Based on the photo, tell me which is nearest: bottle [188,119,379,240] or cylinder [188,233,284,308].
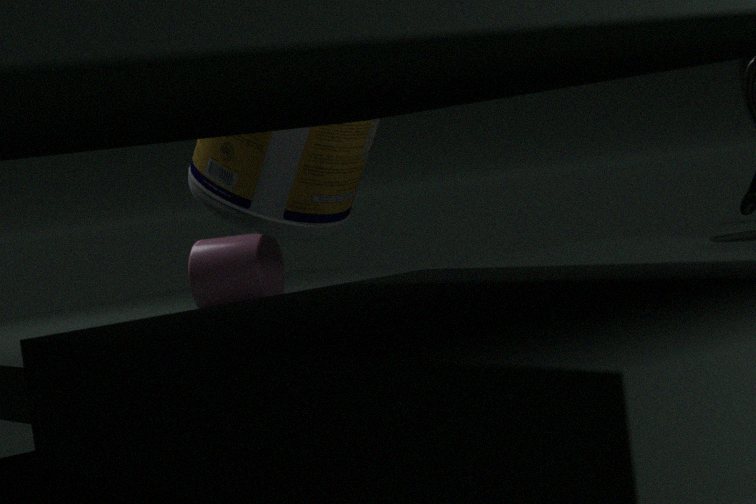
bottle [188,119,379,240]
